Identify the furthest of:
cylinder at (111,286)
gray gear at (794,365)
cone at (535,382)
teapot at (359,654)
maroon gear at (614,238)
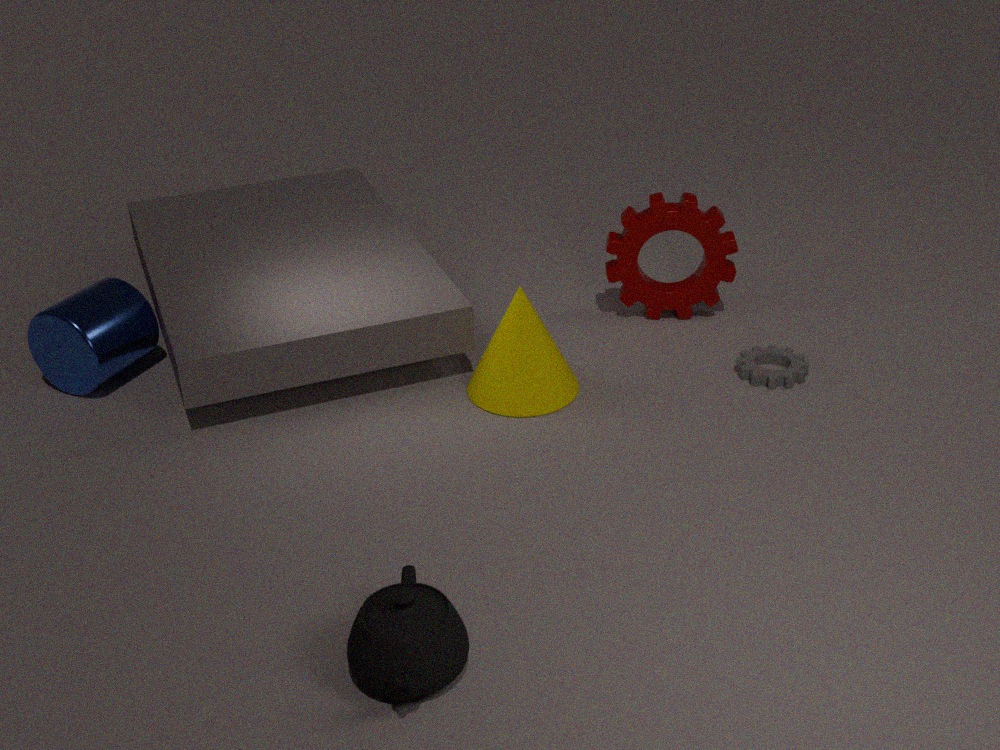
maroon gear at (614,238)
